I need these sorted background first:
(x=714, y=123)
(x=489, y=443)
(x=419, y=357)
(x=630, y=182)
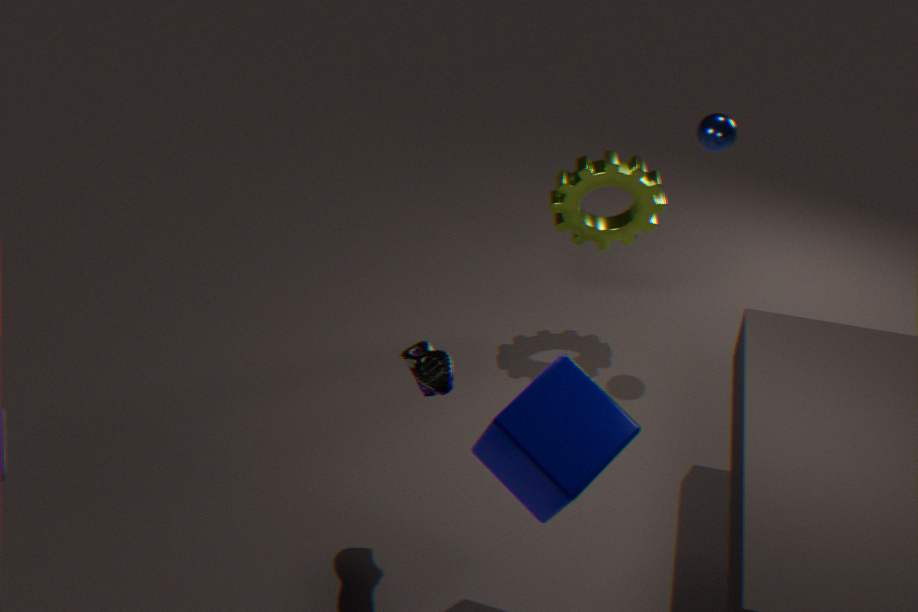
(x=630, y=182) → (x=714, y=123) → (x=419, y=357) → (x=489, y=443)
